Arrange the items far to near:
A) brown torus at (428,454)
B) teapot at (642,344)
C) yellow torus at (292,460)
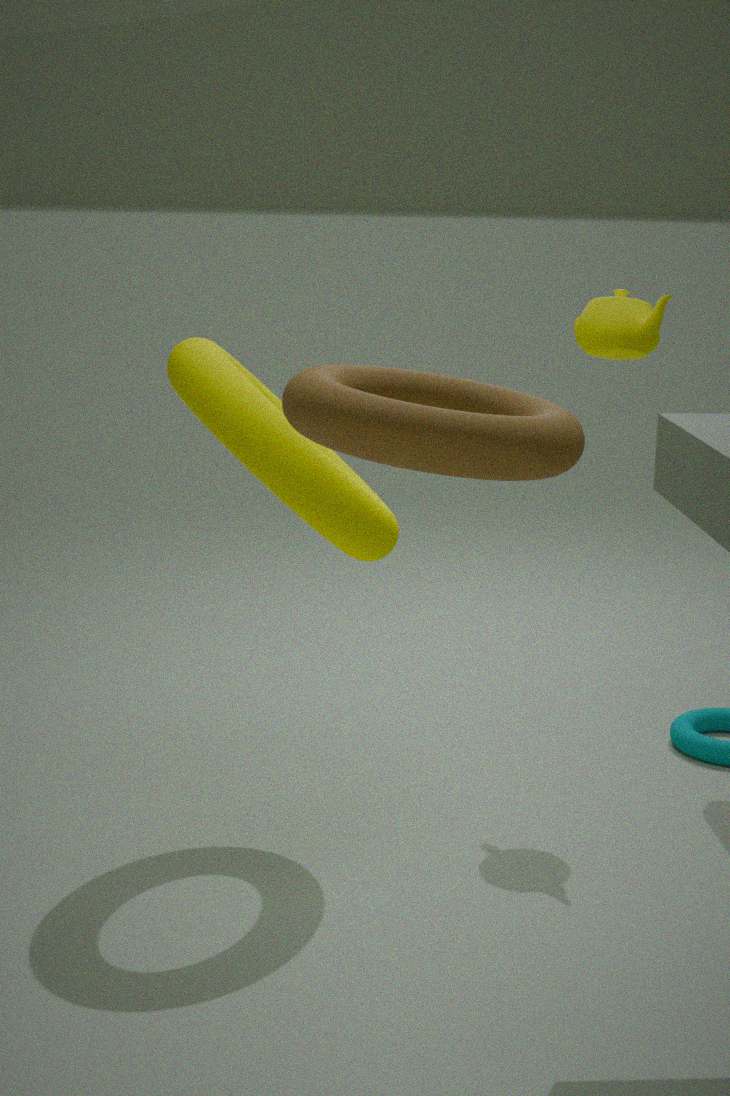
1. teapot at (642,344)
2. yellow torus at (292,460)
3. brown torus at (428,454)
